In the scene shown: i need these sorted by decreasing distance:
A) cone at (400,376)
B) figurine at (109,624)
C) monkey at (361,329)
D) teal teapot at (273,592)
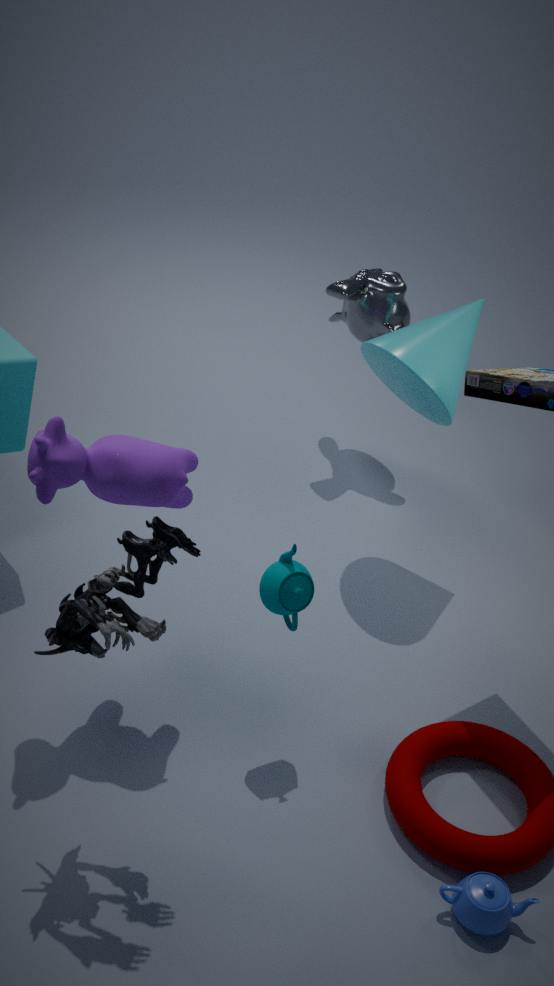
monkey at (361,329)
cone at (400,376)
teal teapot at (273,592)
figurine at (109,624)
